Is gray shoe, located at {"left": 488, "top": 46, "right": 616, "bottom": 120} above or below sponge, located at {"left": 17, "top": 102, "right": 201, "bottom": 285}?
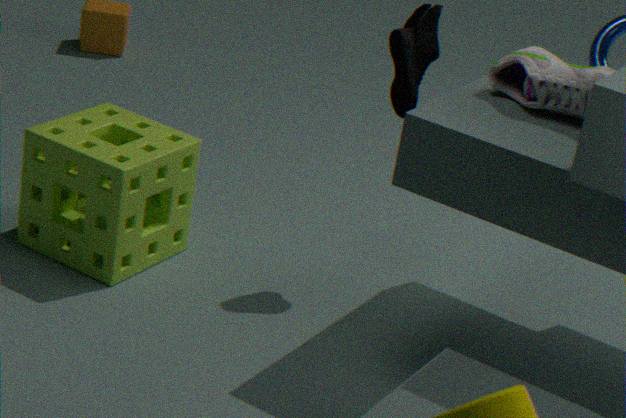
above
